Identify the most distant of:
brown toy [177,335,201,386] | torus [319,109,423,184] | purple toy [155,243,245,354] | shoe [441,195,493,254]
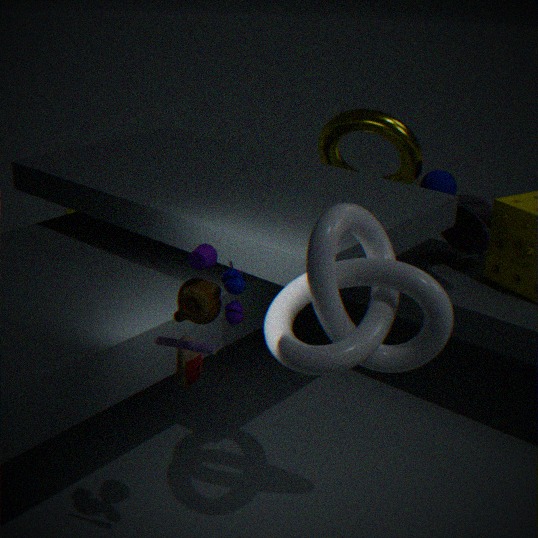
torus [319,109,423,184]
